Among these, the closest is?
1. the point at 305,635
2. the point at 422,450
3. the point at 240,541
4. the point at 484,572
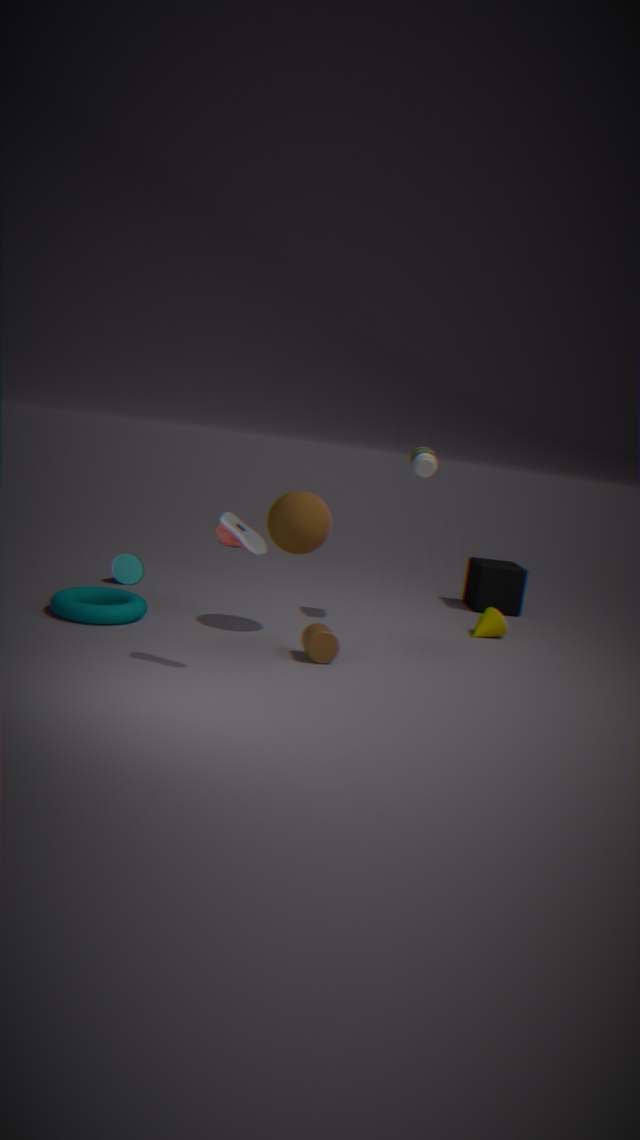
the point at 240,541
